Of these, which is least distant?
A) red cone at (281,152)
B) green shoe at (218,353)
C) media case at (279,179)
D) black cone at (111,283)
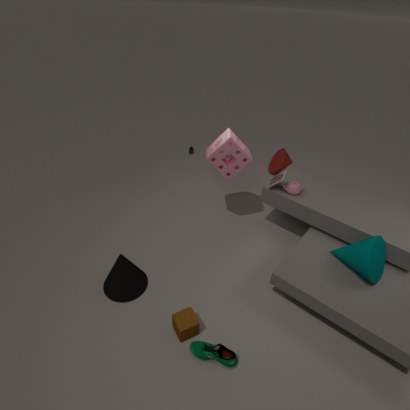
B. green shoe at (218,353)
